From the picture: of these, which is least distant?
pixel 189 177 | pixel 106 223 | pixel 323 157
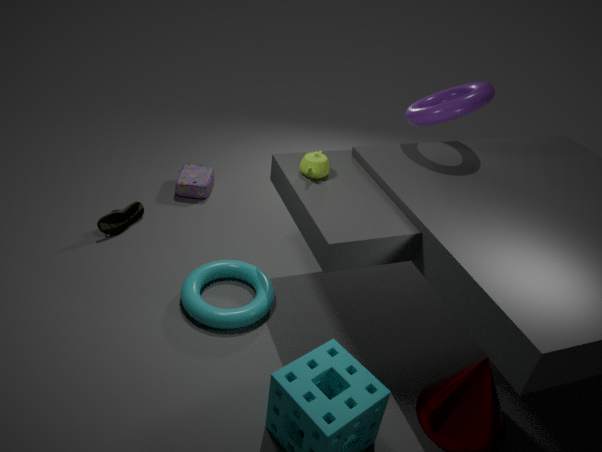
pixel 323 157
